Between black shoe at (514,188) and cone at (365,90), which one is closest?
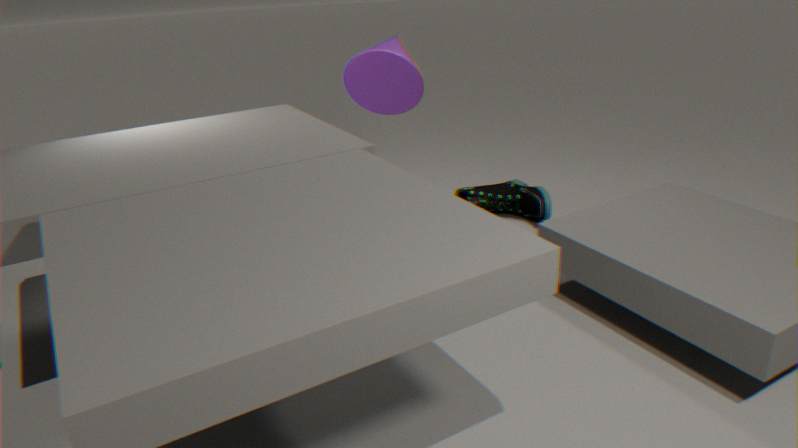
cone at (365,90)
